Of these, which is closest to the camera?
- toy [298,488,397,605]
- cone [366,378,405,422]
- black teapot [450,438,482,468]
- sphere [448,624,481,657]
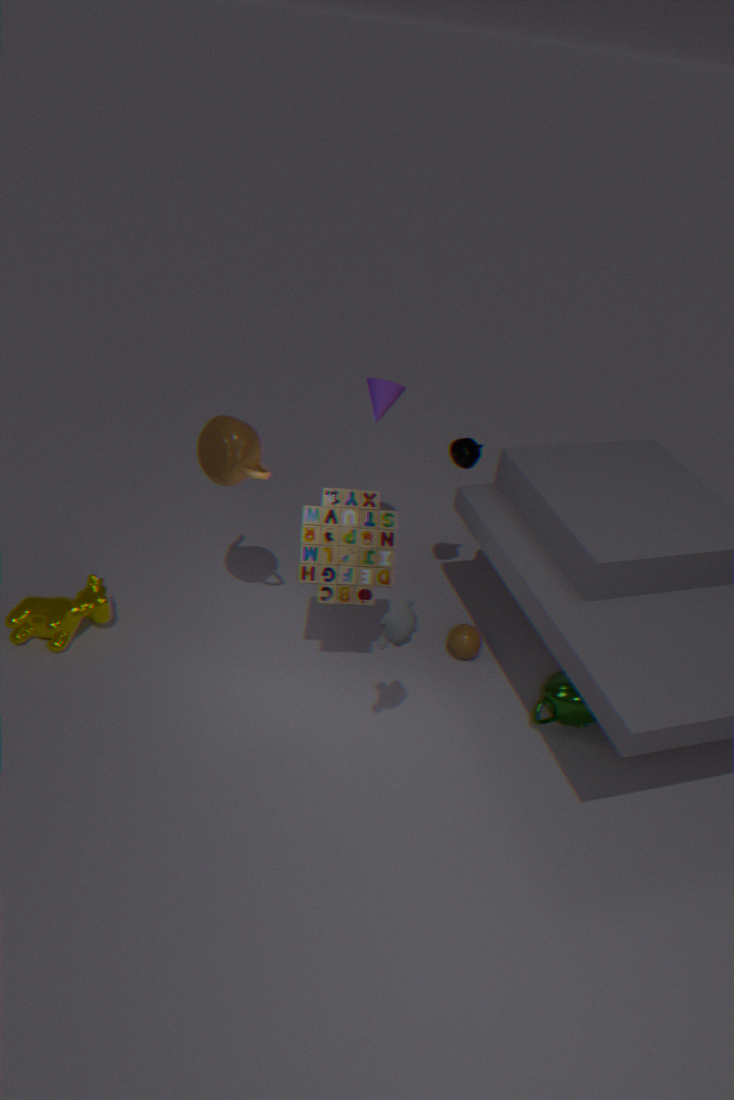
toy [298,488,397,605]
